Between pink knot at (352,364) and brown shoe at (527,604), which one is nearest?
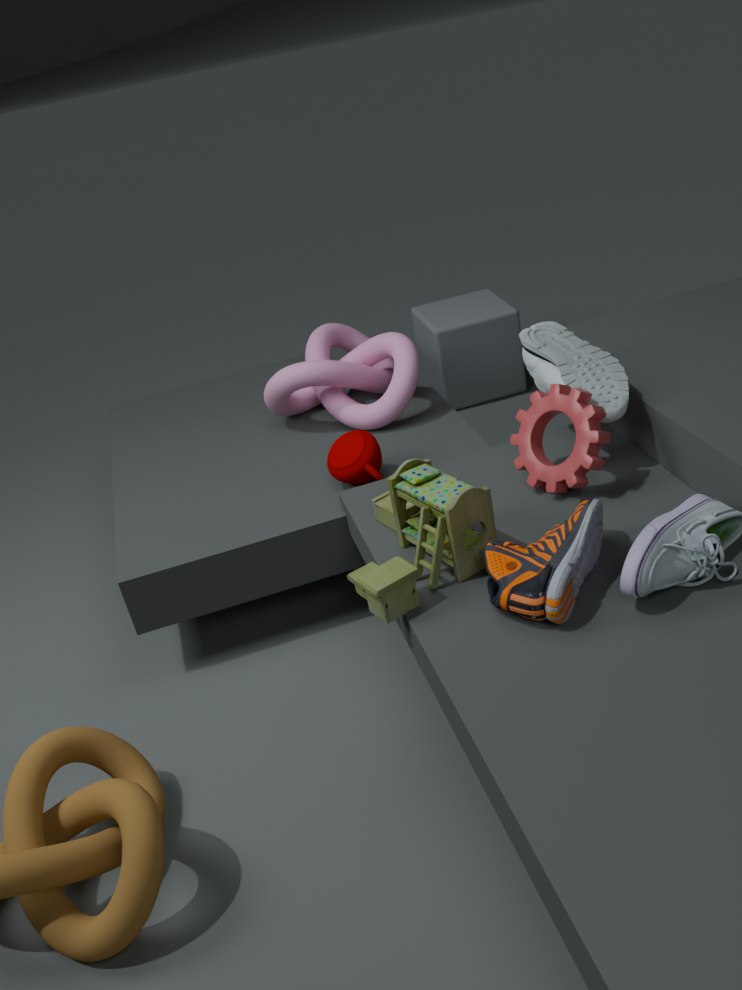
brown shoe at (527,604)
